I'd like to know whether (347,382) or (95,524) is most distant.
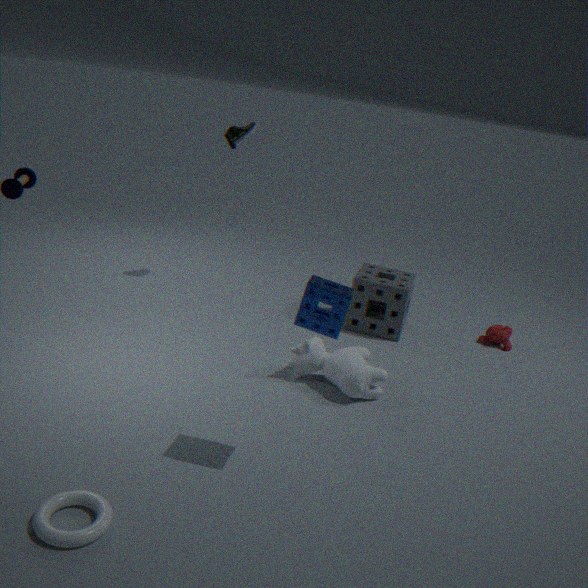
(347,382)
